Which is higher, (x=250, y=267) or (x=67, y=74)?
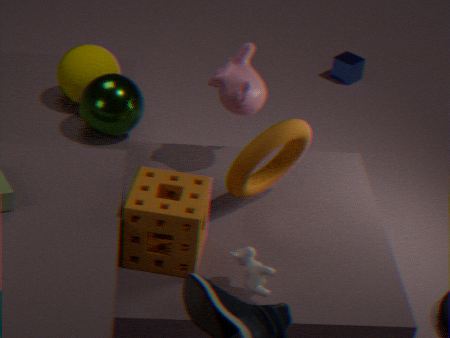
(x=67, y=74)
